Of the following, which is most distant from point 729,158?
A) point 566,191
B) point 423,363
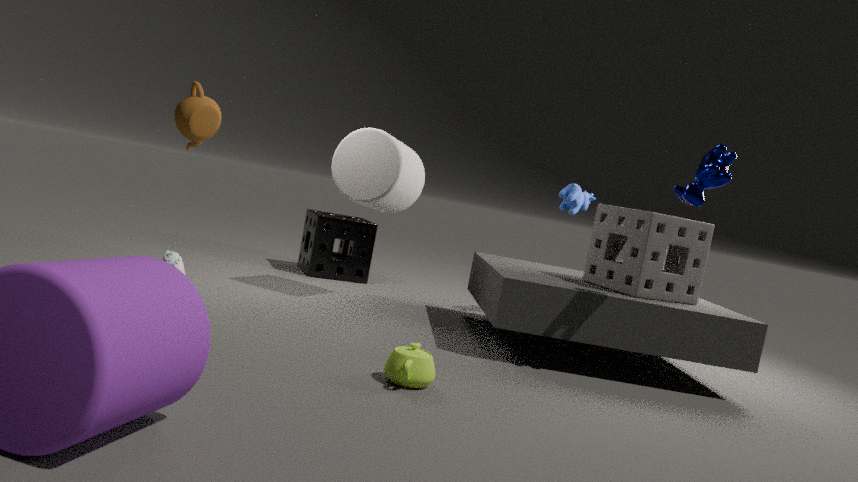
point 423,363
